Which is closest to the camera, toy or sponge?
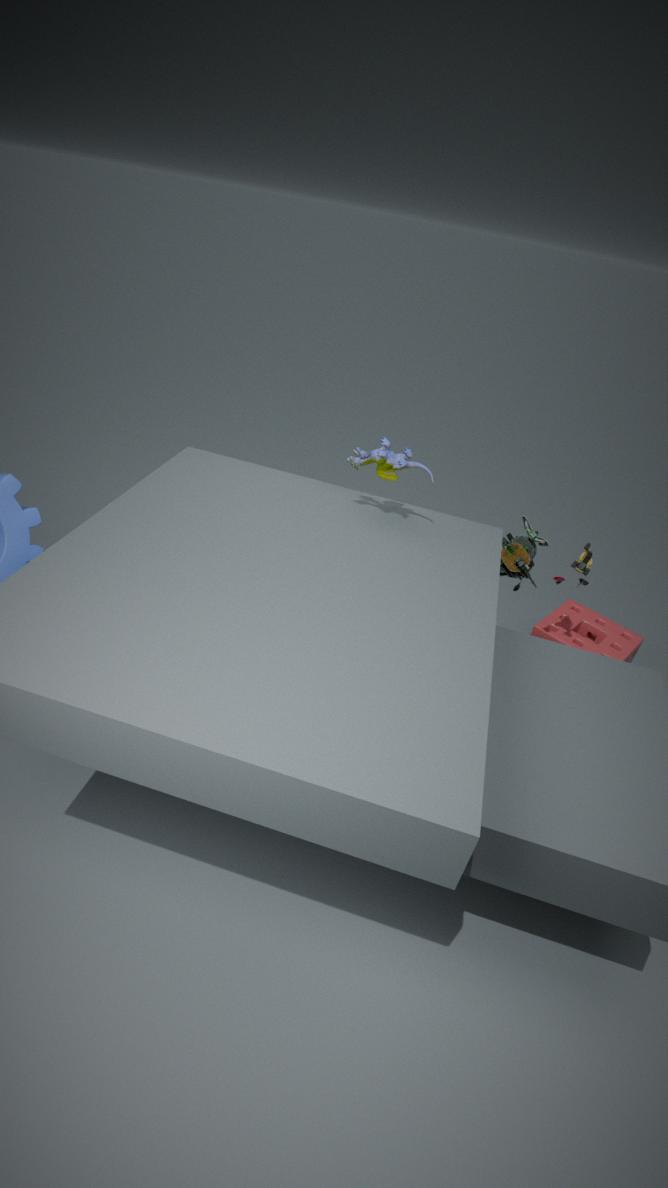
toy
